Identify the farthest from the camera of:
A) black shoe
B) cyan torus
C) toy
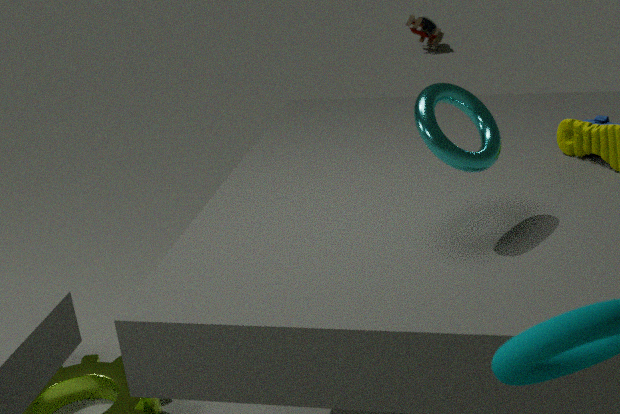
black shoe
